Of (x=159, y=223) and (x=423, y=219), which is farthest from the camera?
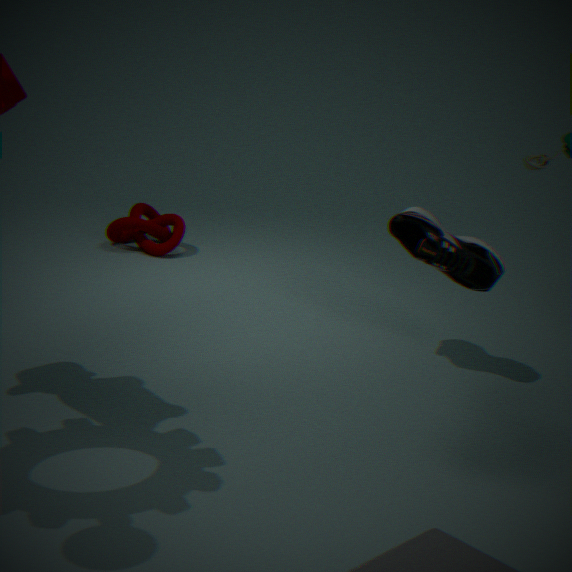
(x=159, y=223)
